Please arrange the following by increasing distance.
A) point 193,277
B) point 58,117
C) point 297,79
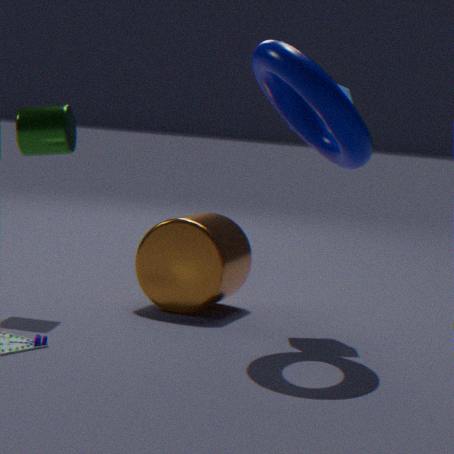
point 297,79, point 58,117, point 193,277
